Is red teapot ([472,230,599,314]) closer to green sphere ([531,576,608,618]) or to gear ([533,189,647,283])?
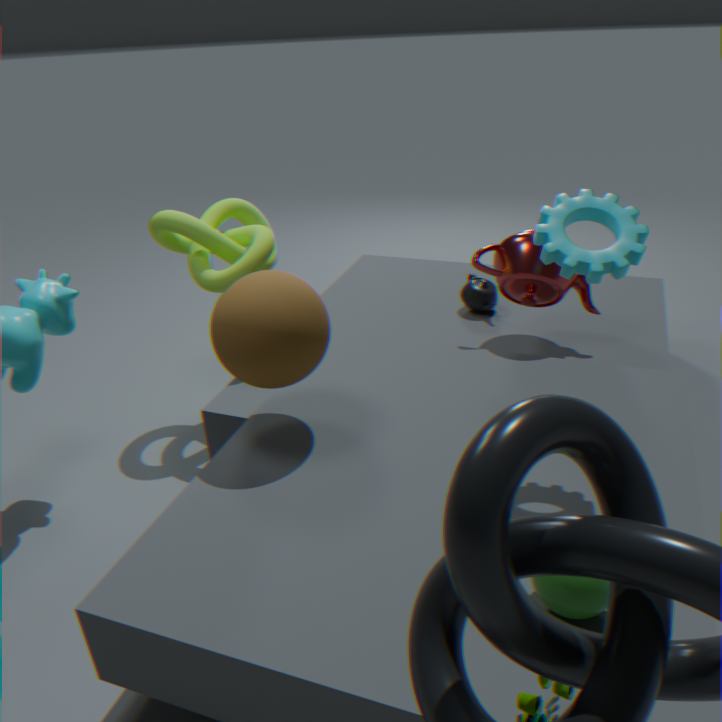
gear ([533,189,647,283])
